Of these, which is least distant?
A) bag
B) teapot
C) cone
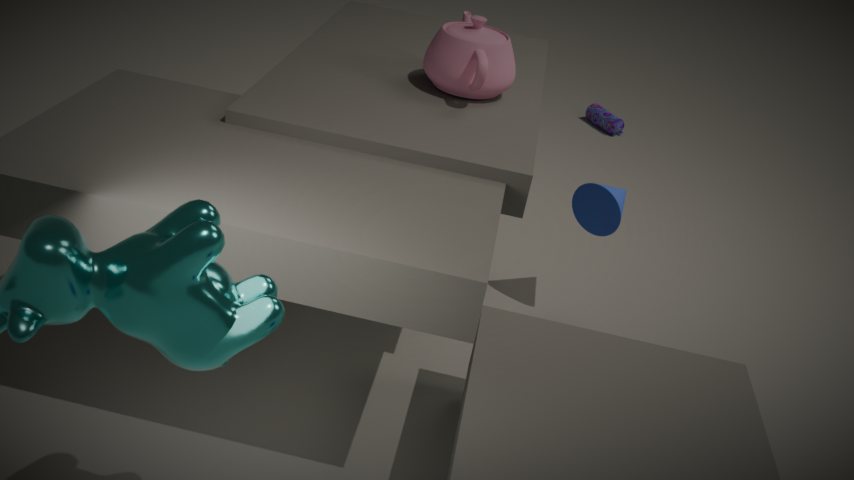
teapot
